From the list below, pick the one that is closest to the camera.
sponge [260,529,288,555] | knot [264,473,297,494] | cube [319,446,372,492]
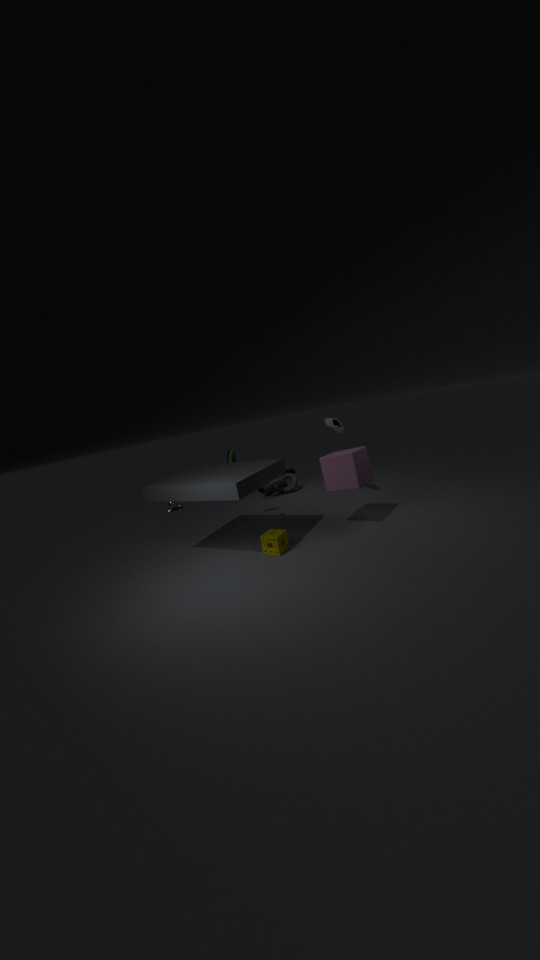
sponge [260,529,288,555]
